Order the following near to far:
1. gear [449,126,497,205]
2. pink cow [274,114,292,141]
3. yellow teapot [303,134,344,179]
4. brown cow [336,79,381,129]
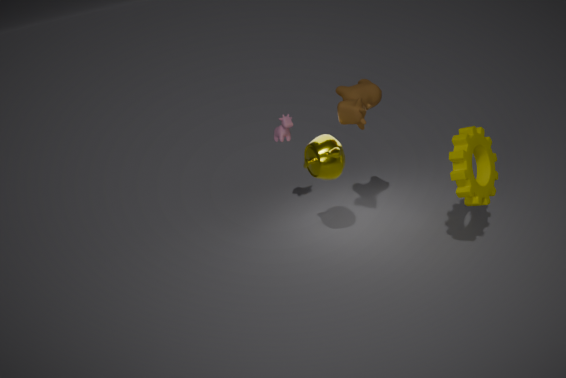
→ gear [449,126,497,205]
brown cow [336,79,381,129]
yellow teapot [303,134,344,179]
pink cow [274,114,292,141]
